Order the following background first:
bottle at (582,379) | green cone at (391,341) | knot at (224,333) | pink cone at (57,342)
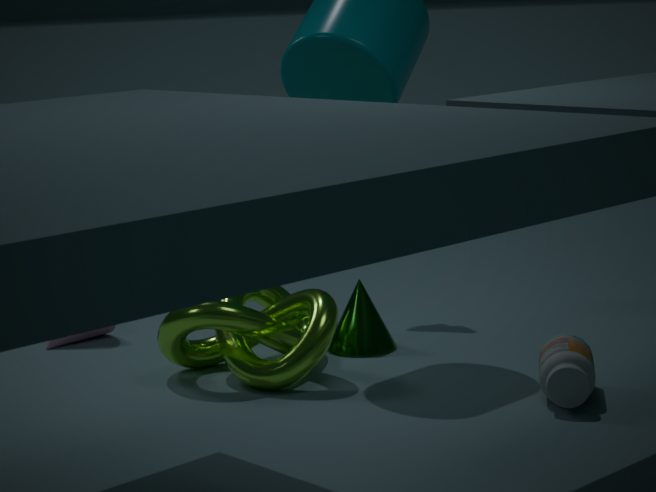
1. pink cone at (57,342)
2. green cone at (391,341)
3. knot at (224,333)
4. bottle at (582,379)
